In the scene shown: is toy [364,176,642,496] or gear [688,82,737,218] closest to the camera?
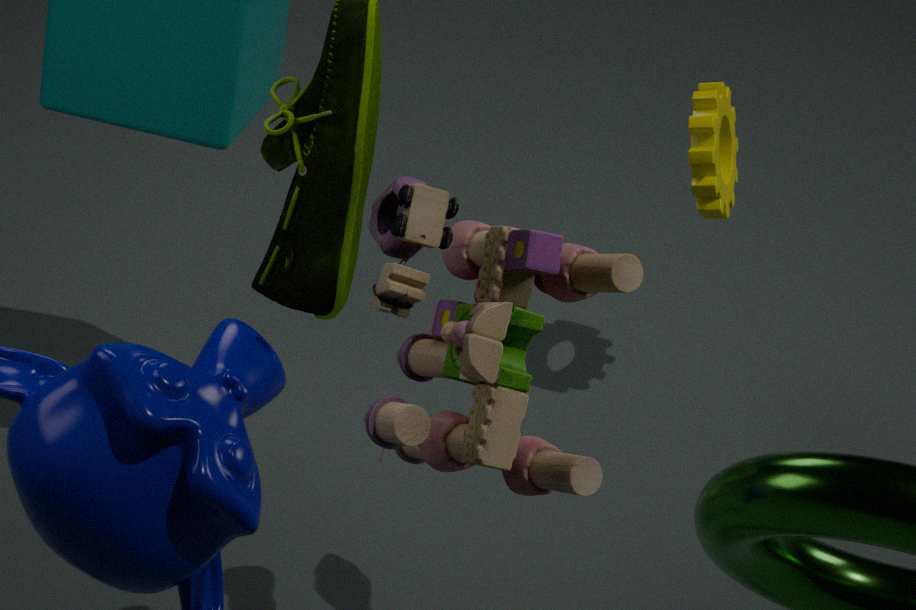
toy [364,176,642,496]
